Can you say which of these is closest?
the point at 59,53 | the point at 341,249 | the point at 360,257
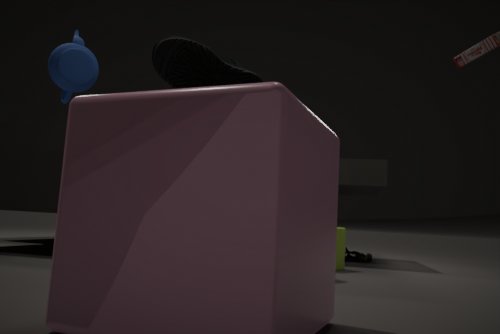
the point at 59,53
